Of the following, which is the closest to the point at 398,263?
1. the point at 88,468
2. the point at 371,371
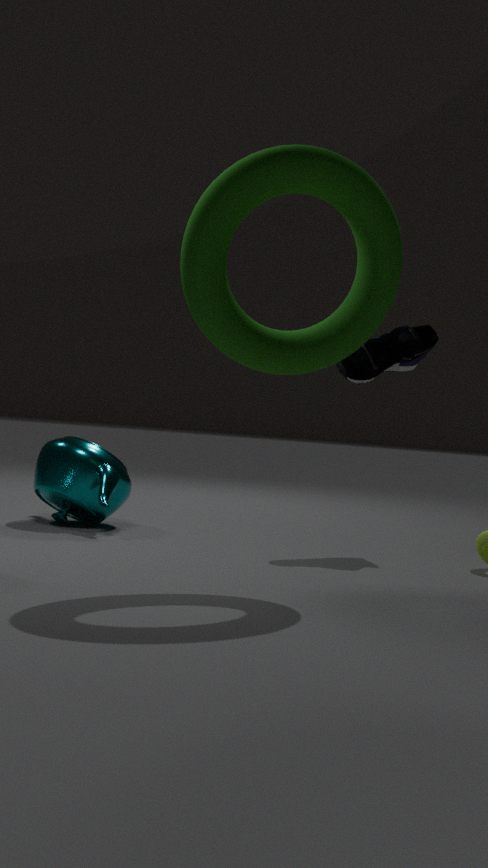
the point at 371,371
